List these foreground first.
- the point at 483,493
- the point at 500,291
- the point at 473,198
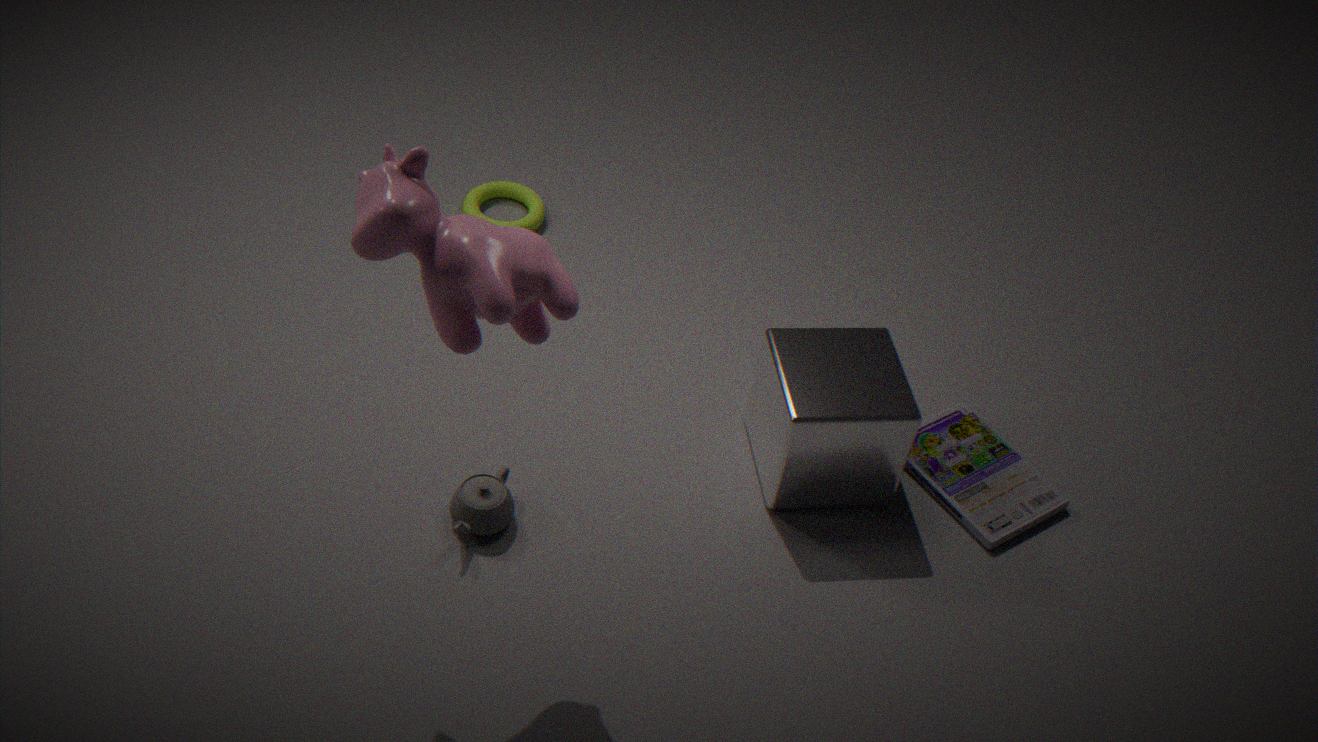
the point at 500,291
the point at 483,493
the point at 473,198
